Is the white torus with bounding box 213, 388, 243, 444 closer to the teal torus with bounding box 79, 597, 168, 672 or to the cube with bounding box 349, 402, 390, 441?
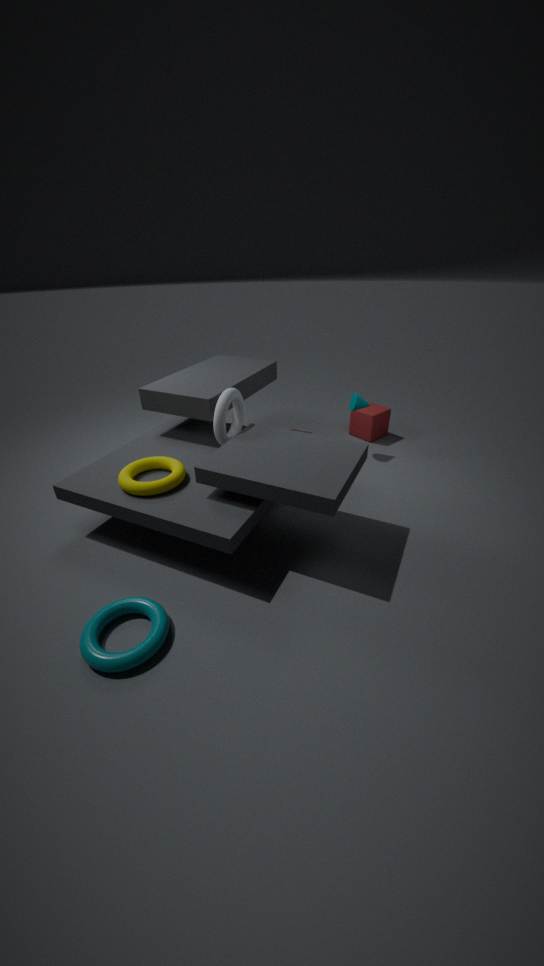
the teal torus with bounding box 79, 597, 168, 672
